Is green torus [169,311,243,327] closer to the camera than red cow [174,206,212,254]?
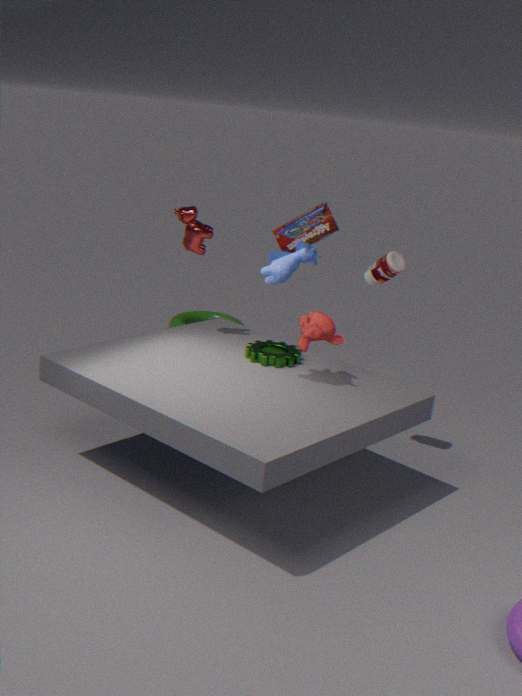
No
